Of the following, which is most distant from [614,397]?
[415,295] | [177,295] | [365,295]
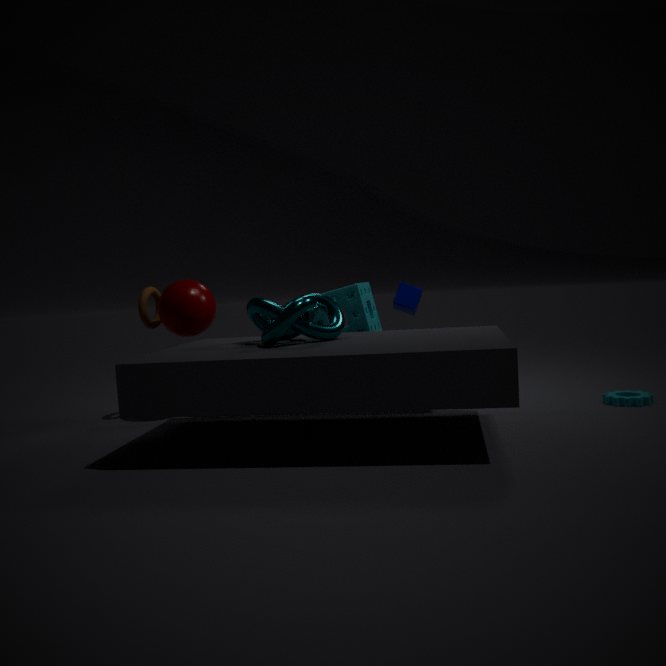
[177,295]
